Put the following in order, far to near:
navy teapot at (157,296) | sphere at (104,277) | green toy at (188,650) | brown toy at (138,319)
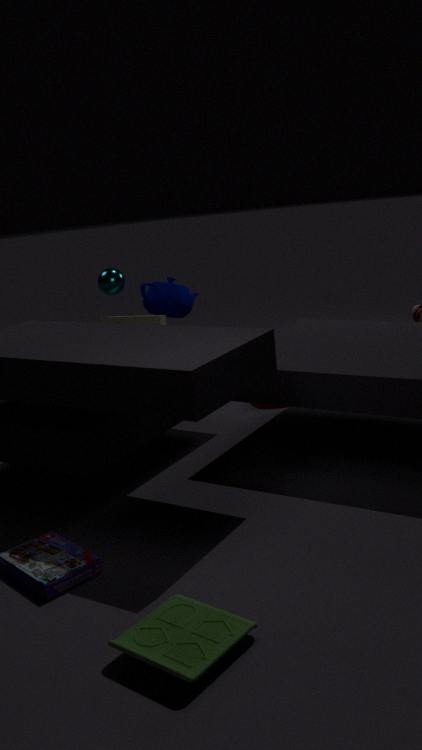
navy teapot at (157,296) < sphere at (104,277) < brown toy at (138,319) < green toy at (188,650)
